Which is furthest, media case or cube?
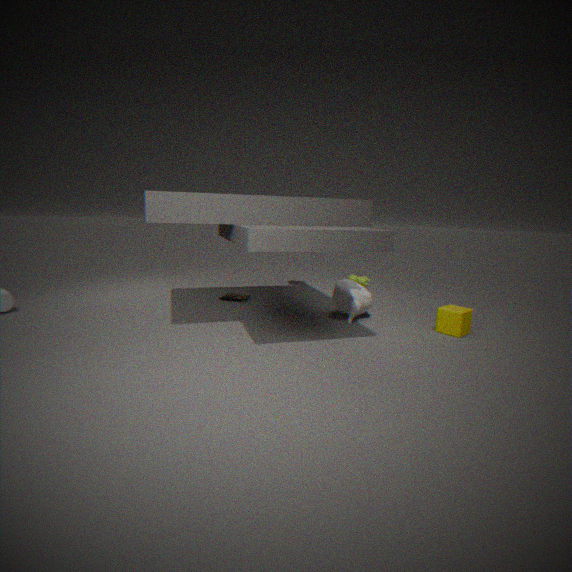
media case
